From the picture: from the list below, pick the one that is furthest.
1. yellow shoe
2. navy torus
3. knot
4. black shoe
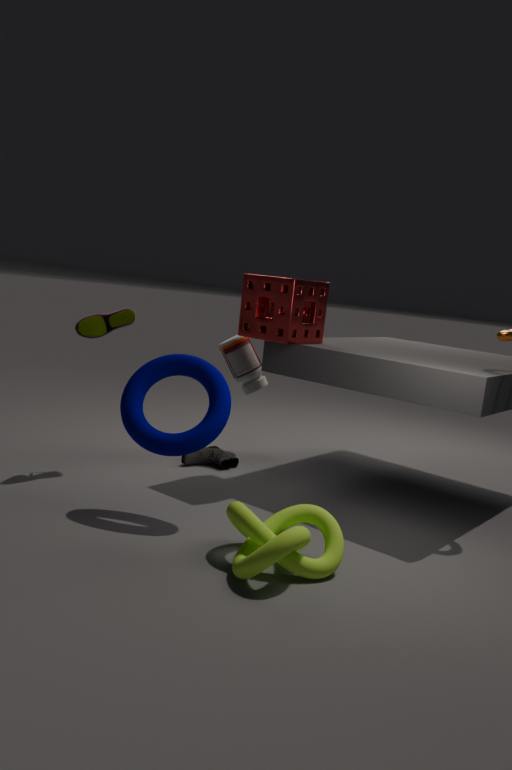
black shoe
